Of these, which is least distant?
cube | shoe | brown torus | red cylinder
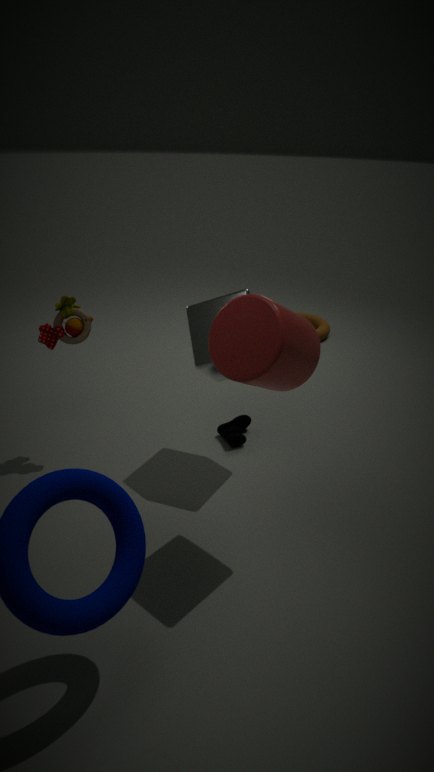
red cylinder
